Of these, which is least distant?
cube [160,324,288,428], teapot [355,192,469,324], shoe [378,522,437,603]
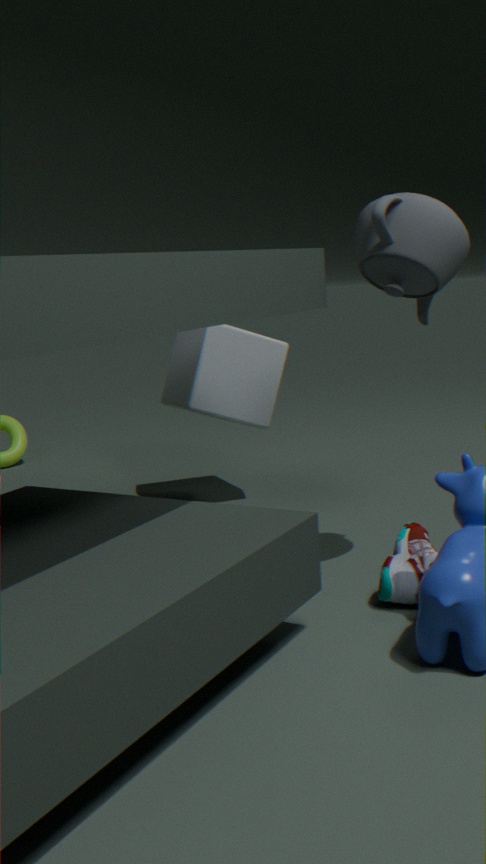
shoe [378,522,437,603]
